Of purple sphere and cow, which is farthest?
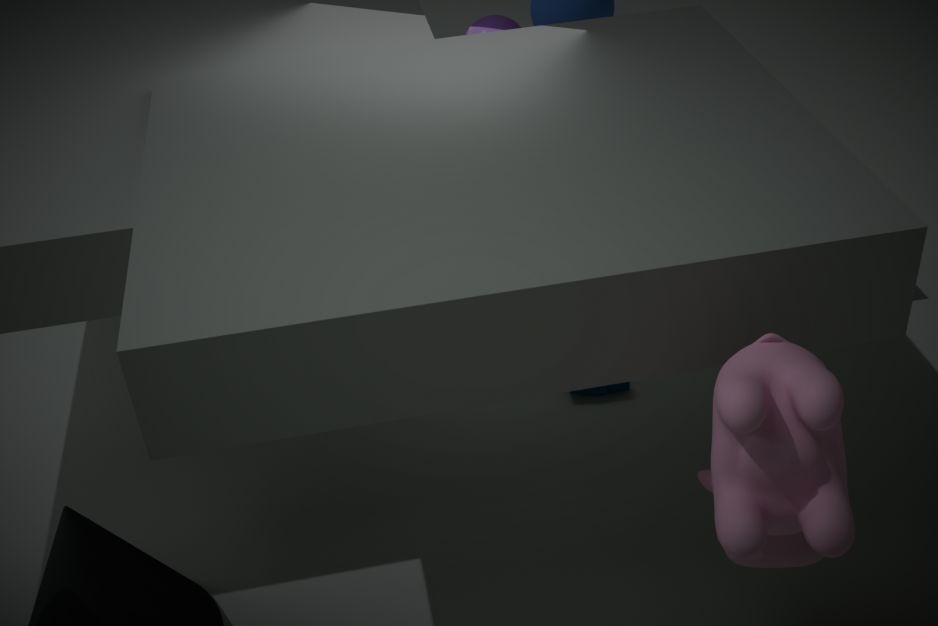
purple sphere
